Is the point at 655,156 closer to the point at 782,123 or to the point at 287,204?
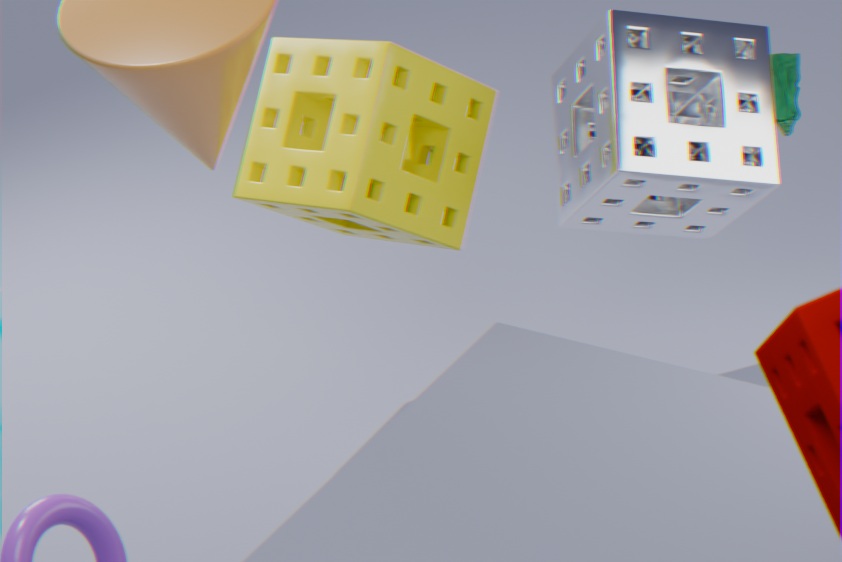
the point at 782,123
